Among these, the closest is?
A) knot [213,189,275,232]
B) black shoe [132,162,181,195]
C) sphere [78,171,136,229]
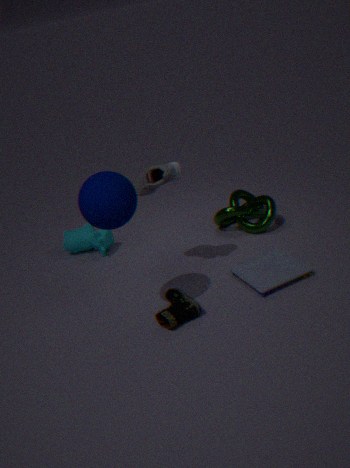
sphere [78,171,136,229]
